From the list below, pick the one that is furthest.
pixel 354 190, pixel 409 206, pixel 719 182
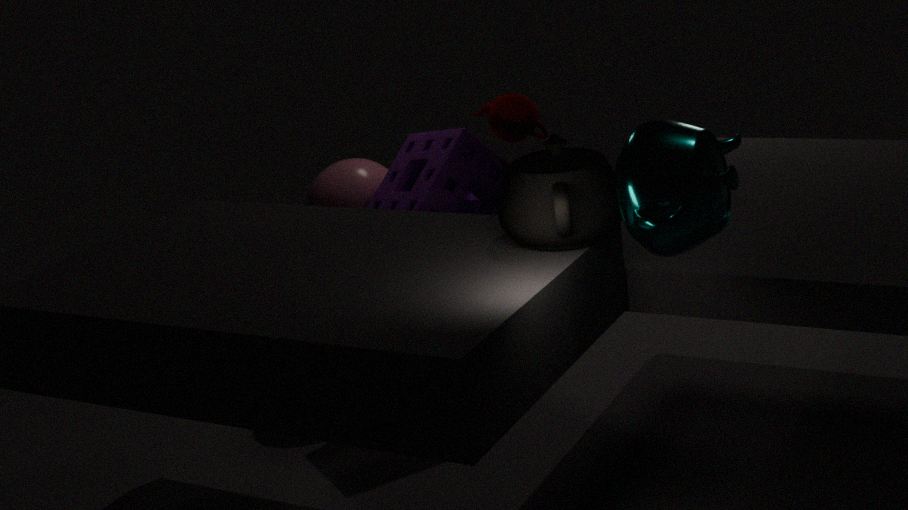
pixel 354 190
